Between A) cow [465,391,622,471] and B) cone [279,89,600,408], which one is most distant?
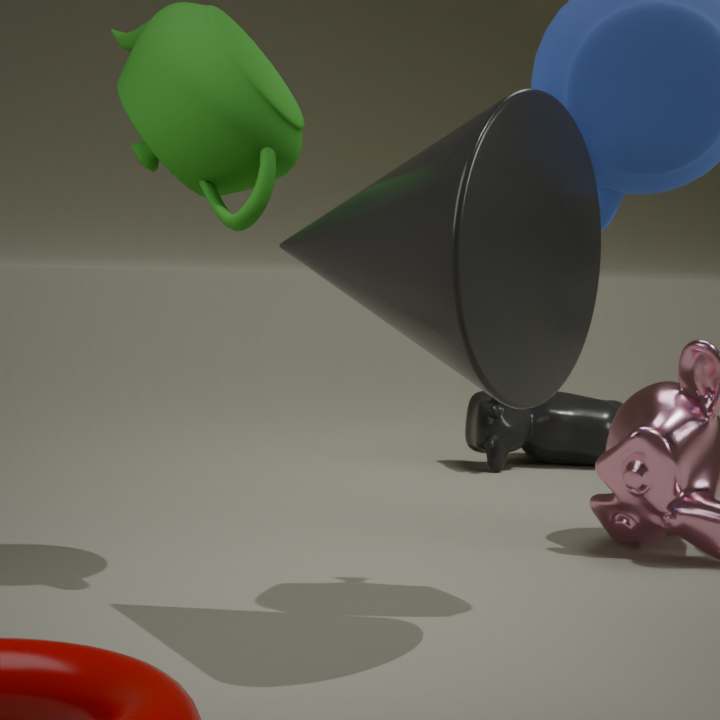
A. cow [465,391,622,471]
